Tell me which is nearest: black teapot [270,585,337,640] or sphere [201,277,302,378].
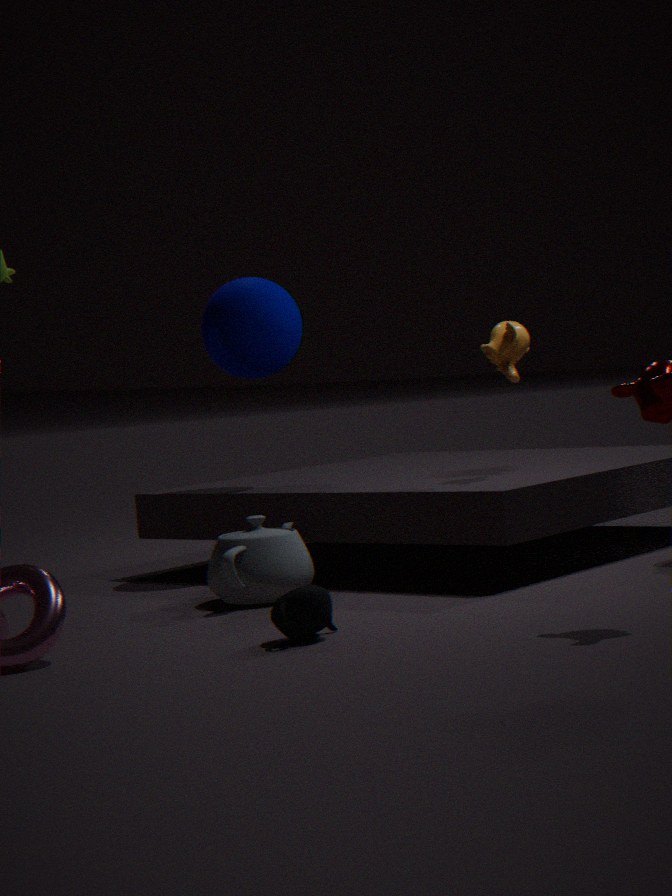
black teapot [270,585,337,640]
